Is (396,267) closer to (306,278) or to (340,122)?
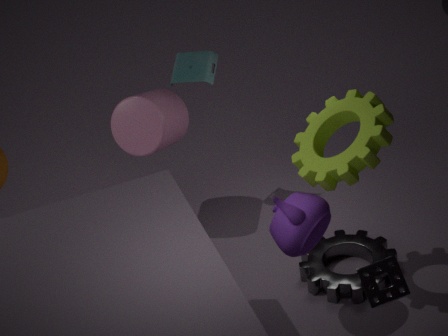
(340,122)
